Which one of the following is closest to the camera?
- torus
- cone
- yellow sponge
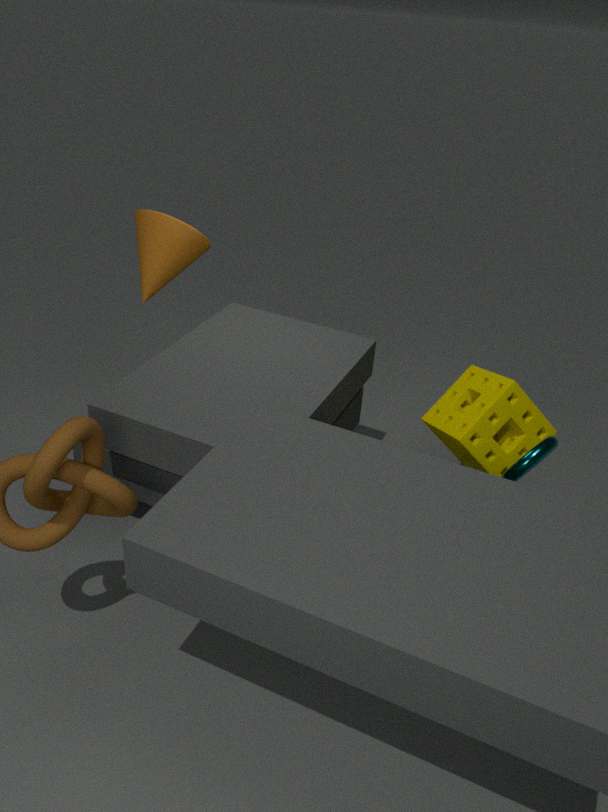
torus
